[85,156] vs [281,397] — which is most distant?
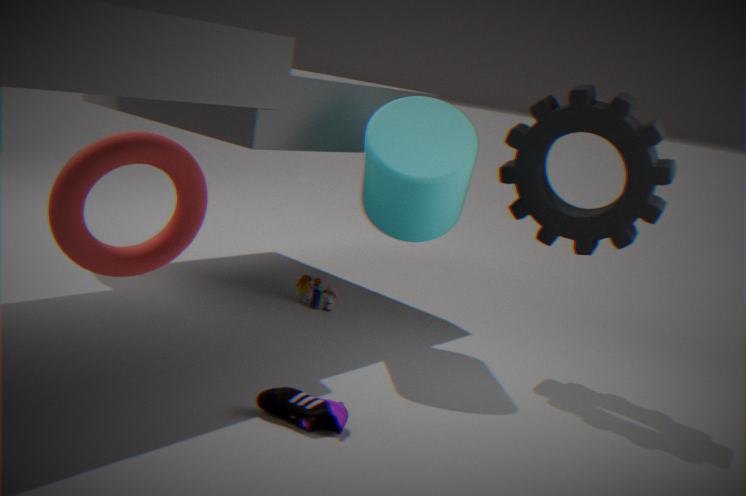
[281,397]
